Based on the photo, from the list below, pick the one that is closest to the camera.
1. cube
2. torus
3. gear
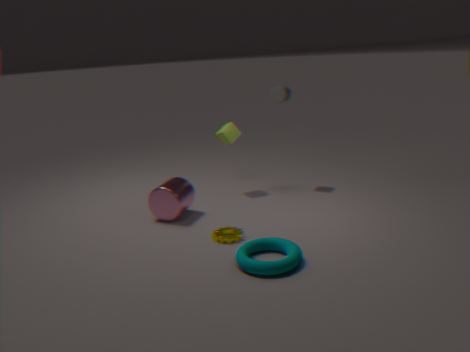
torus
